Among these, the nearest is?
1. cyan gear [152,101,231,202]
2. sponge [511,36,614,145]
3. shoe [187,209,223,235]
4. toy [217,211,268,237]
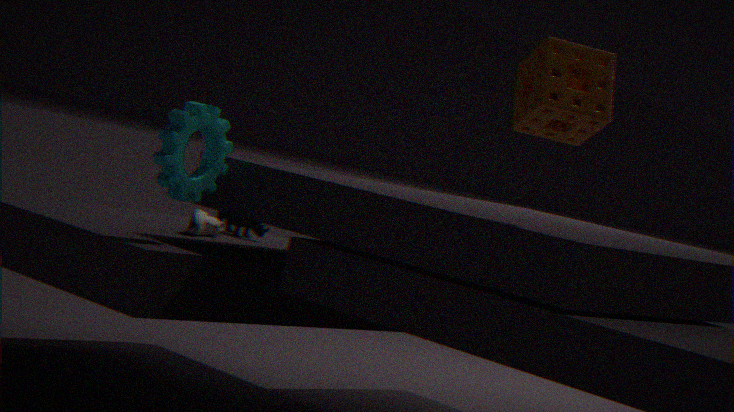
sponge [511,36,614,145]
